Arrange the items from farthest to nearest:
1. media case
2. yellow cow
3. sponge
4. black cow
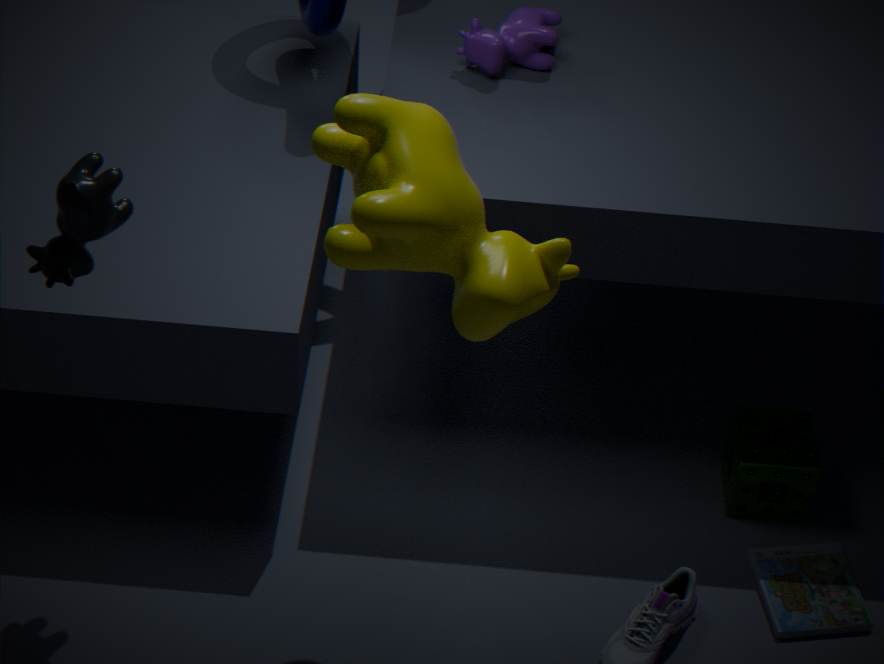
sponge → media case → black cow → yellow cow
